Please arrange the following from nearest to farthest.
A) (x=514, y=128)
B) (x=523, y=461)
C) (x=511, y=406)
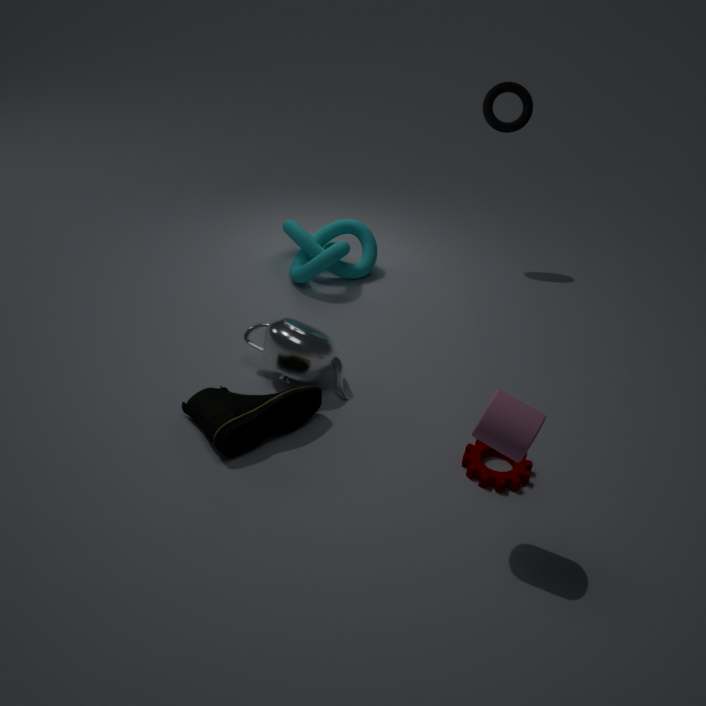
(x=511, y=406), (x=523, y=461), (x=514, y=128)
